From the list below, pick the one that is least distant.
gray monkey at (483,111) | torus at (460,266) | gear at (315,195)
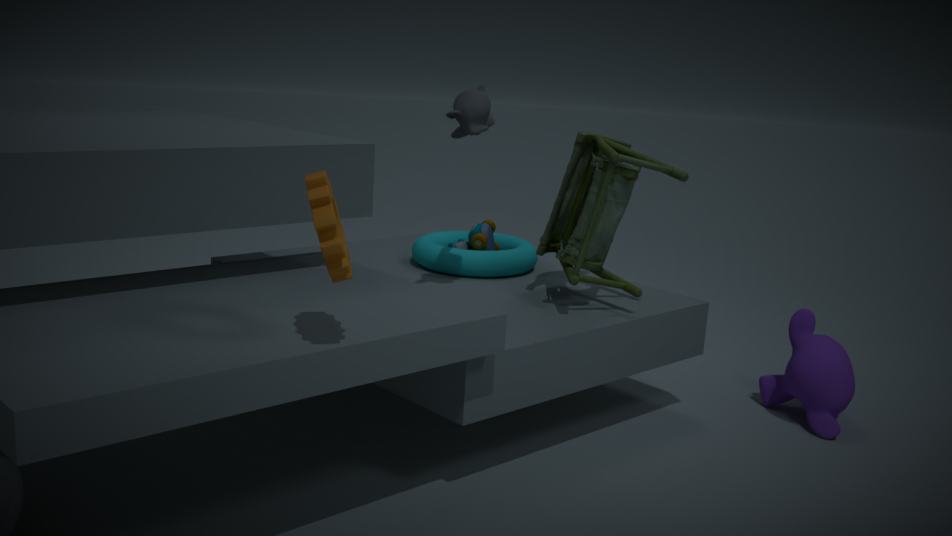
gear at (315,195)
